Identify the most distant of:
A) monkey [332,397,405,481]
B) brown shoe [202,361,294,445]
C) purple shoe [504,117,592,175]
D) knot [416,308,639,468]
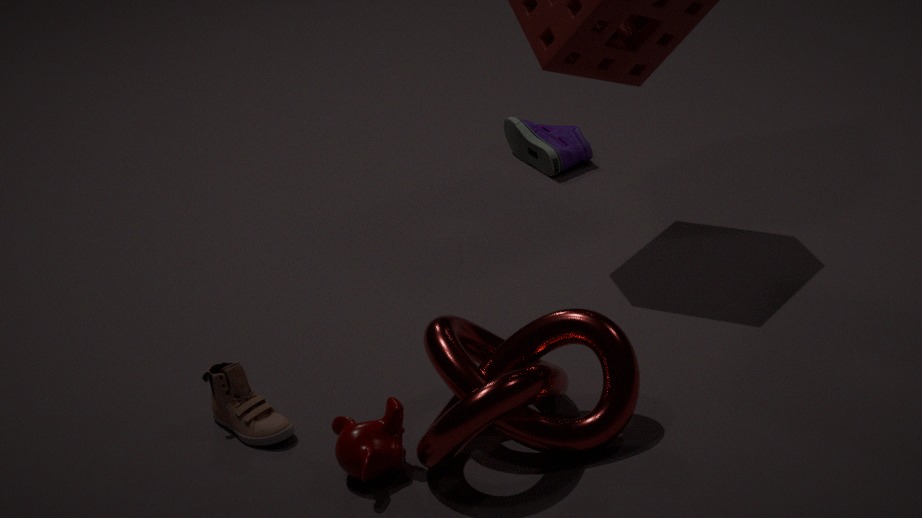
purple shoe [504,117,592,175]
